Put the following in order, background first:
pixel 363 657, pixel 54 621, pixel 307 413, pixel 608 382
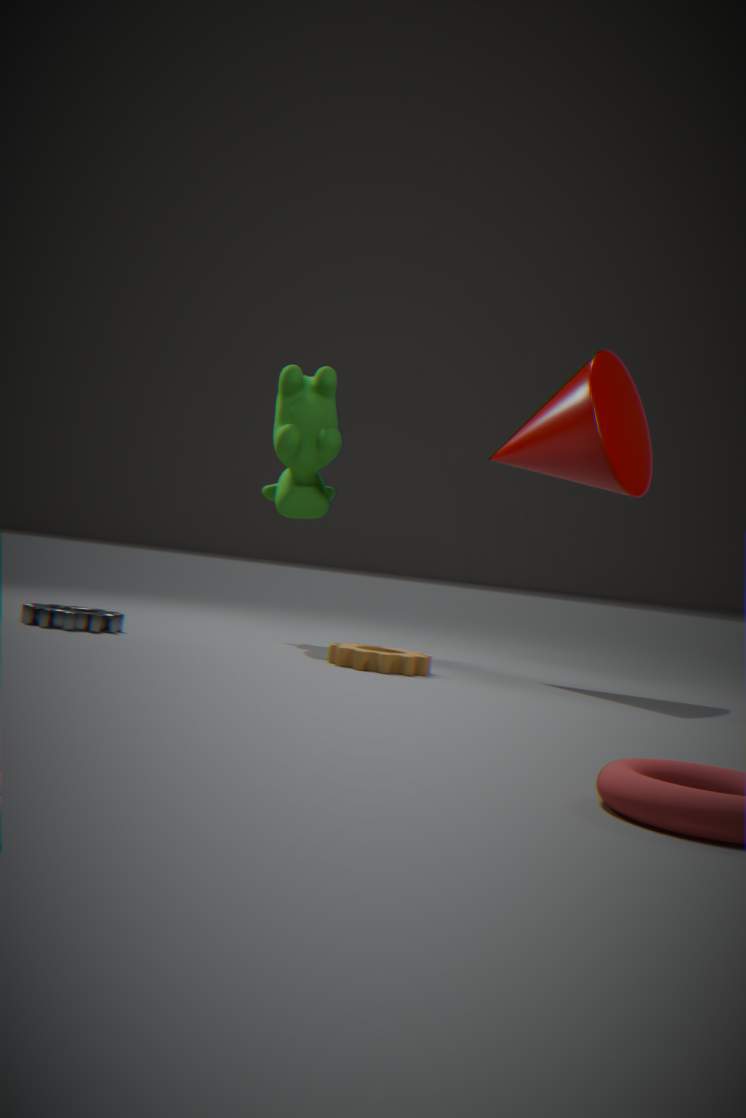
pixel 307 413, pixel 608 382, pixel 54 621, pixel 363 657
